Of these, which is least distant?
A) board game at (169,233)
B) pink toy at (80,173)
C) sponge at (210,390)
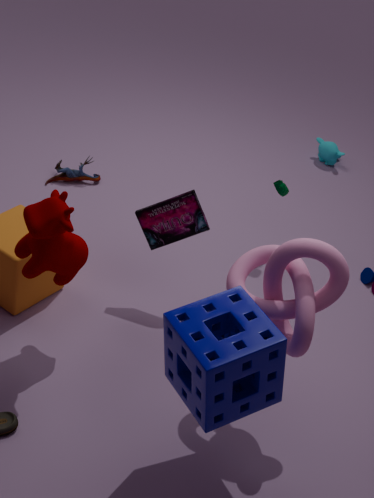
sponge at (210,390)
